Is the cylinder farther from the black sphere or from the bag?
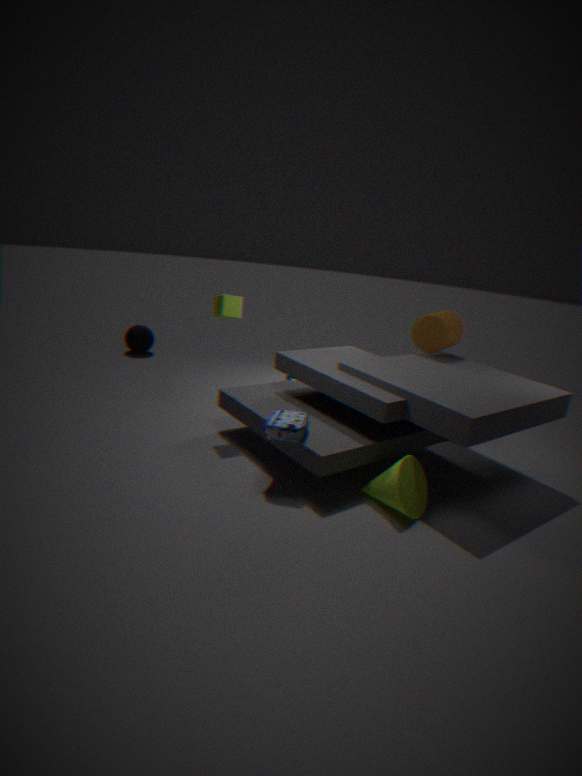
the black sphere
